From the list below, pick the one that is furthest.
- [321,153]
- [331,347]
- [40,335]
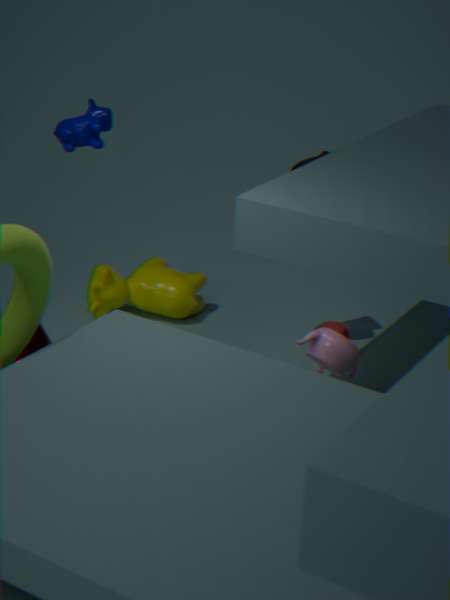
[321,153]
